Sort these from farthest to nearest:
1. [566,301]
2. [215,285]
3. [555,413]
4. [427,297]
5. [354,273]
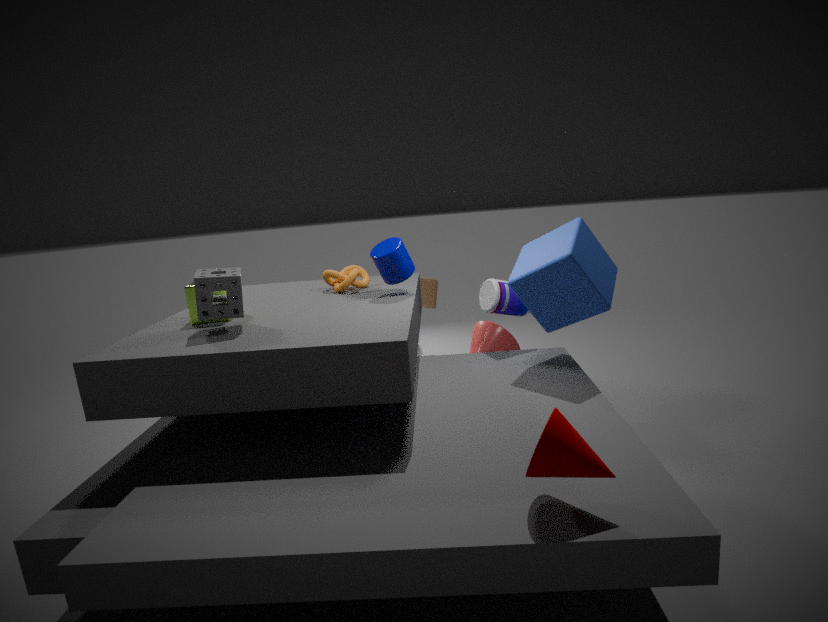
[427,297]
[354,273]
[566,301]
[215,285]
[555,413]
